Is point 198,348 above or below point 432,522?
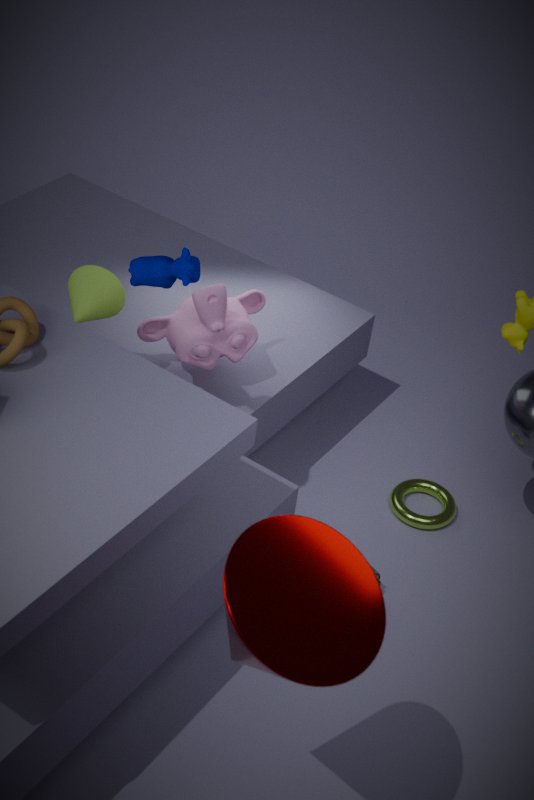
above
